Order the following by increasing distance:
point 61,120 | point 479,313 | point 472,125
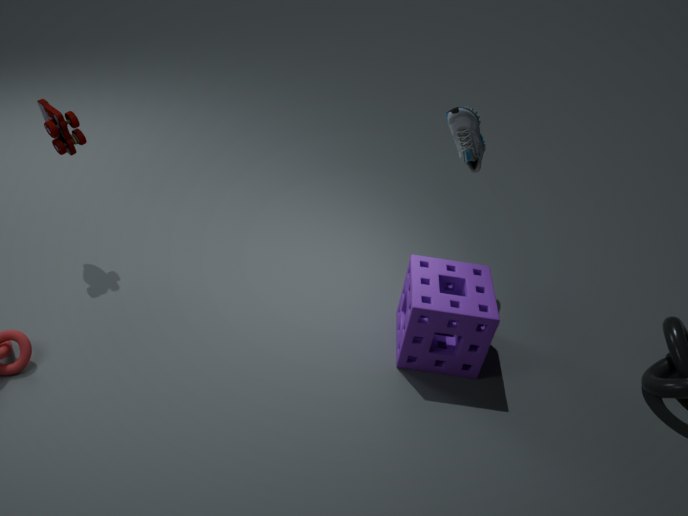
point 479,313 < point 61,120 < point 472,125
